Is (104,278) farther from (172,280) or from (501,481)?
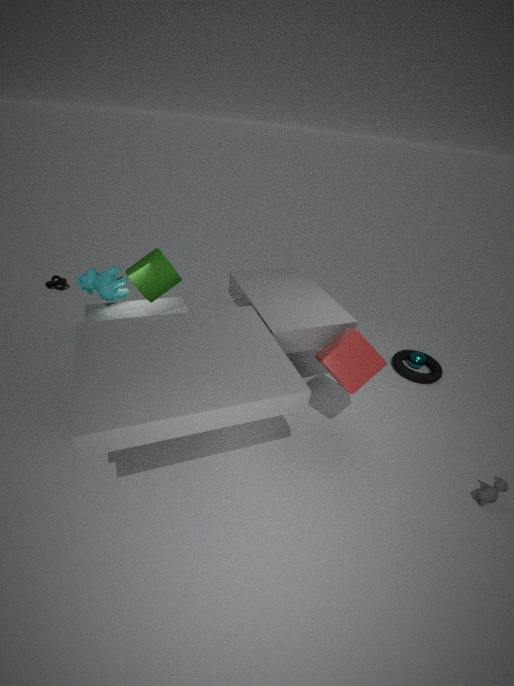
(501,481)
